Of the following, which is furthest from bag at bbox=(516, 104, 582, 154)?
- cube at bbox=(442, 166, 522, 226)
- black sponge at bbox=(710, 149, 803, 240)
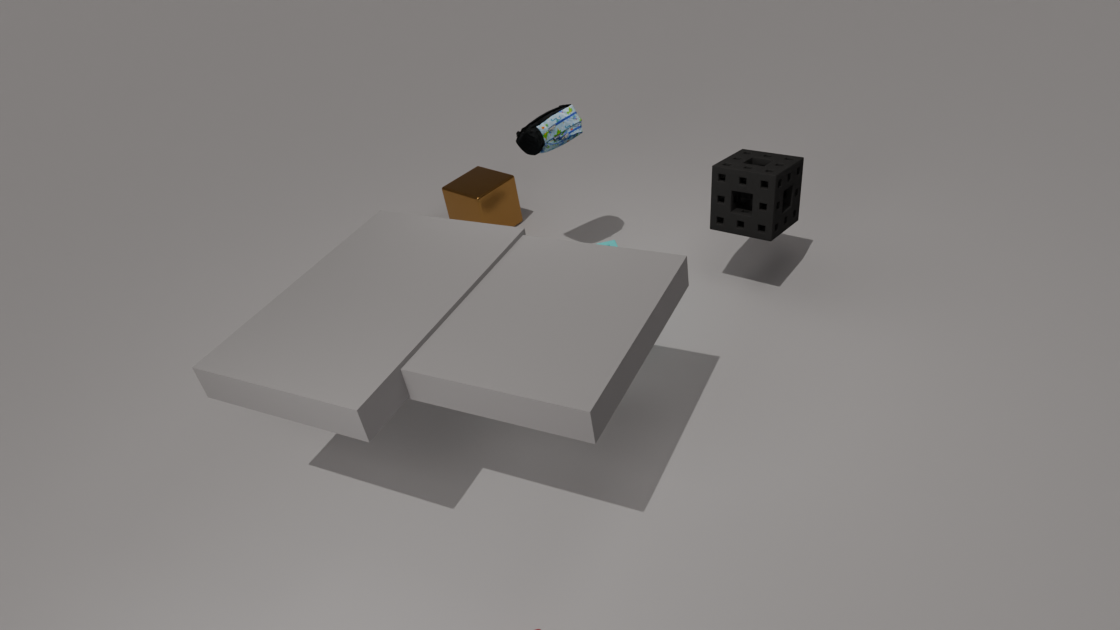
black sponge at bbox=(710, 149, 803, 240)
